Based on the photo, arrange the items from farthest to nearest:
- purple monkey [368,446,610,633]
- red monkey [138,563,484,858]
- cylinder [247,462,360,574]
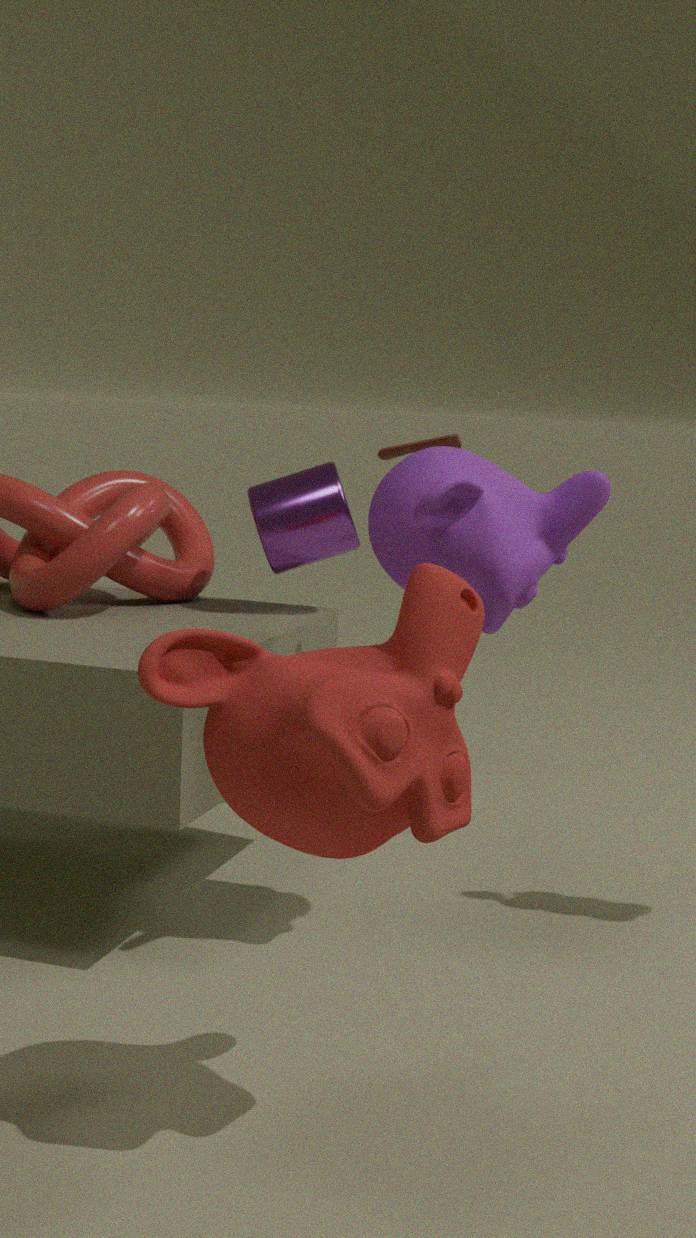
cylinder [247,462,360,574] < purple monkey [368,446,610,633] < red monkey [138,563,484,858]
